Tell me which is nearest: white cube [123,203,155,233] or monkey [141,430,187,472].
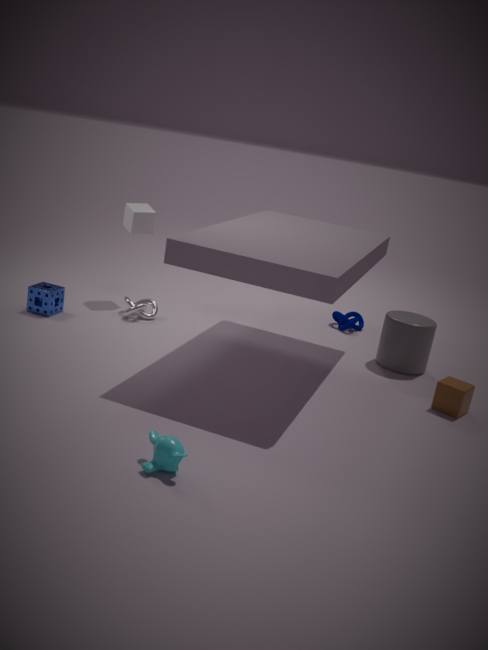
monkey [141,430,187,472]
